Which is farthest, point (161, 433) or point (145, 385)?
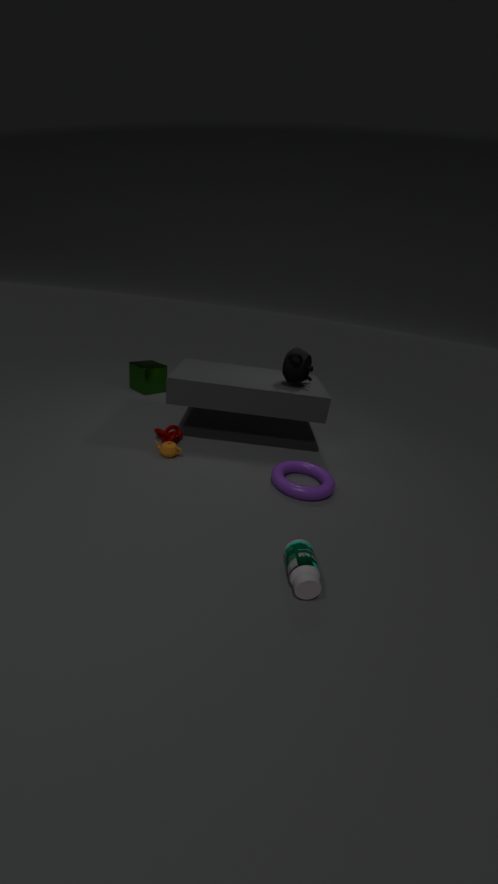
point (145, 385)
